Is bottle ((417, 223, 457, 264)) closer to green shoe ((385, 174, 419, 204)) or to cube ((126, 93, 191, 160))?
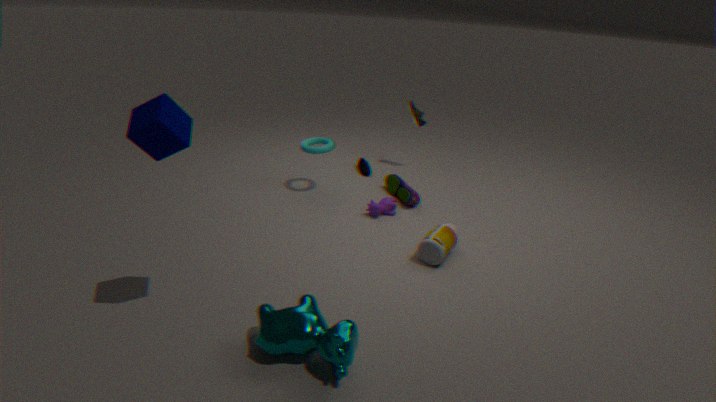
green shoe ((385, 174, 419, 204))
